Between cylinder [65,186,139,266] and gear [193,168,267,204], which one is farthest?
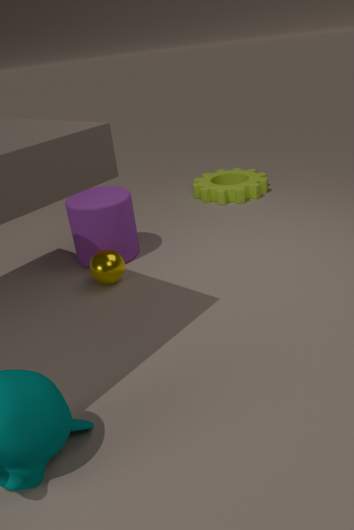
gear [193,168,267,204]
